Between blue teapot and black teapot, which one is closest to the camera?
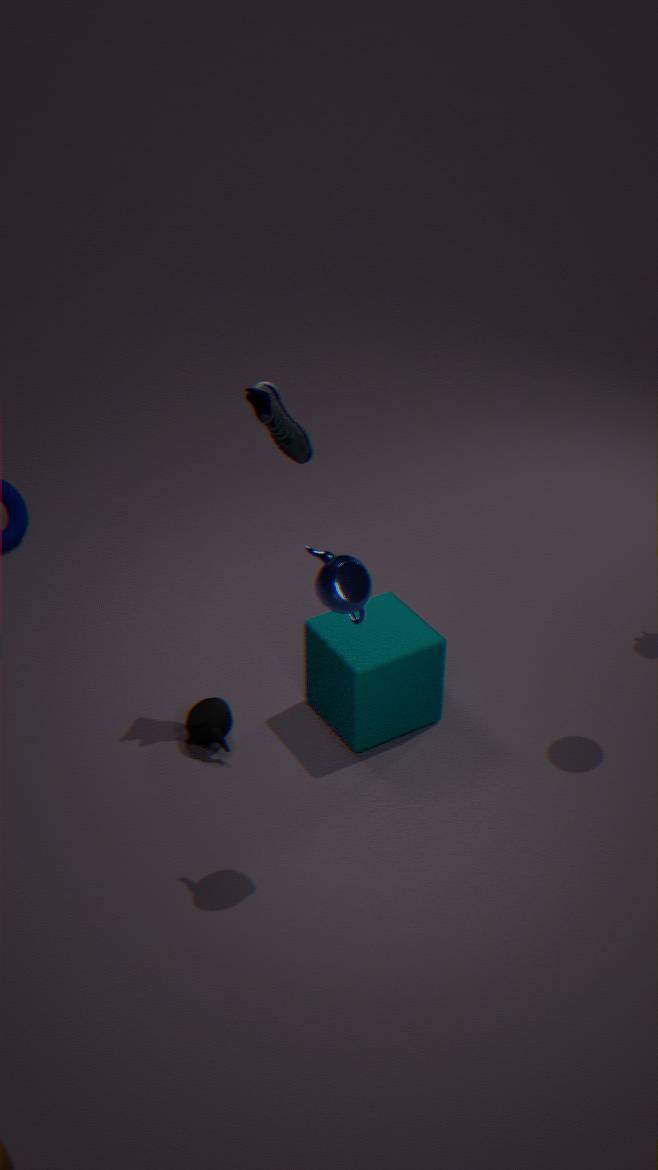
blue teapot
